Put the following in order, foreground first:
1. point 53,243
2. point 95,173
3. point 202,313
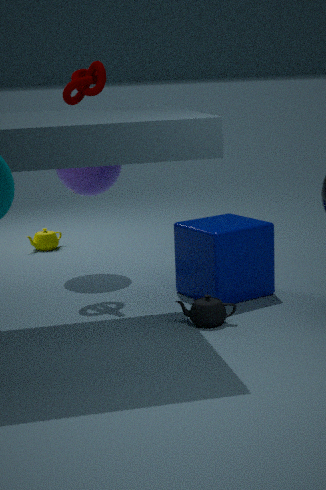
1. point 202,313
2. point 95,173
3. point 53,243
